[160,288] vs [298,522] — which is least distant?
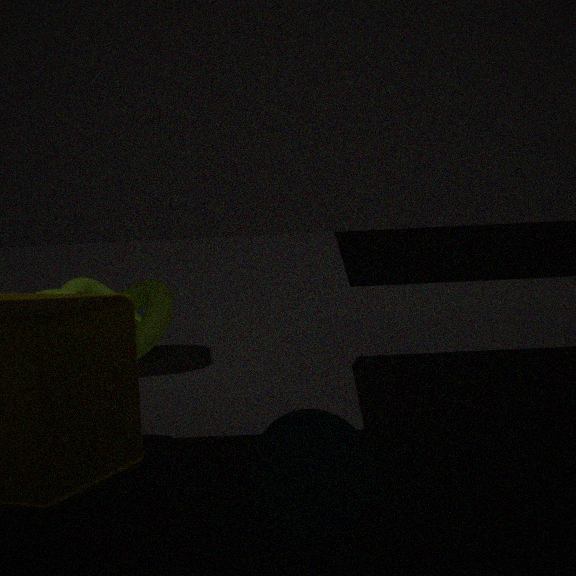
[298,522]
